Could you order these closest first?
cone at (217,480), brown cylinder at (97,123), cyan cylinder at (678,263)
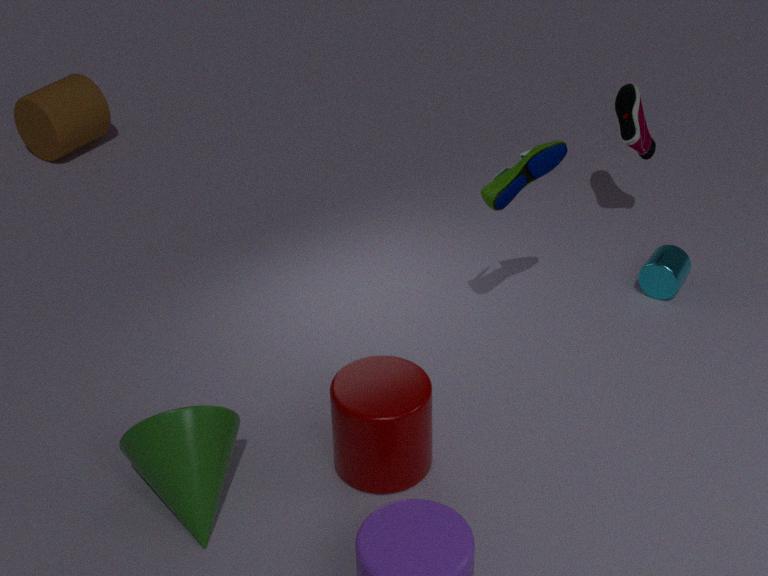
cone at (217,480) < cyan cylinder at (678,263) < brown cylinder at (97,123)
